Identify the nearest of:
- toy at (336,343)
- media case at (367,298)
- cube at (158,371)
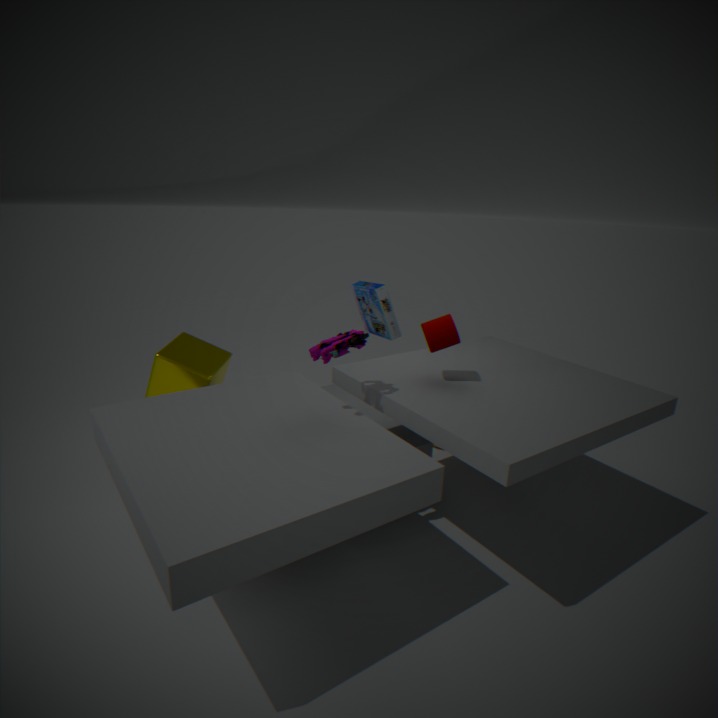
toy at (336,343)
